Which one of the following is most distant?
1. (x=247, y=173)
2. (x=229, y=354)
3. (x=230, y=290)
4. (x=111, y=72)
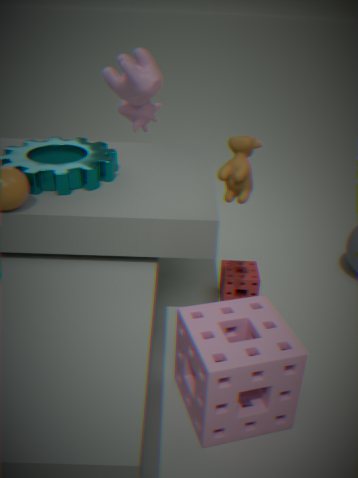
(x=111, y=72)
